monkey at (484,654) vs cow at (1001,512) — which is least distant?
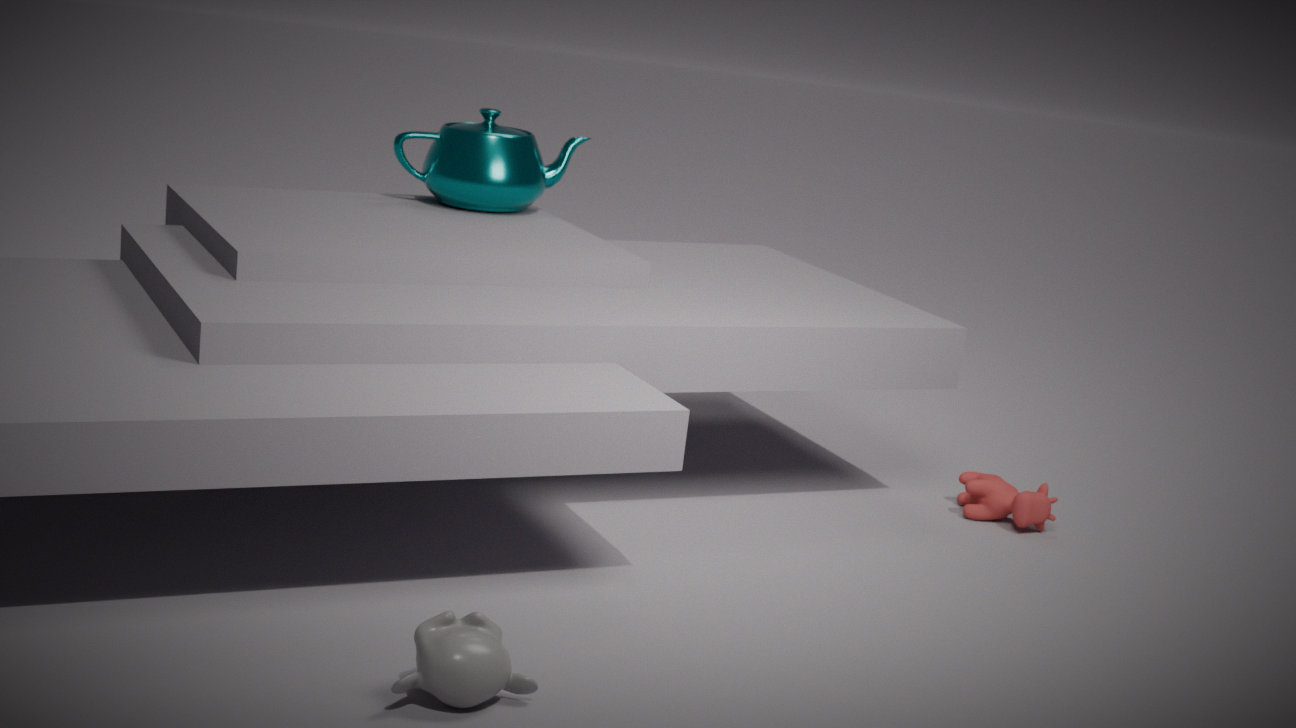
monkey at (484,654)
